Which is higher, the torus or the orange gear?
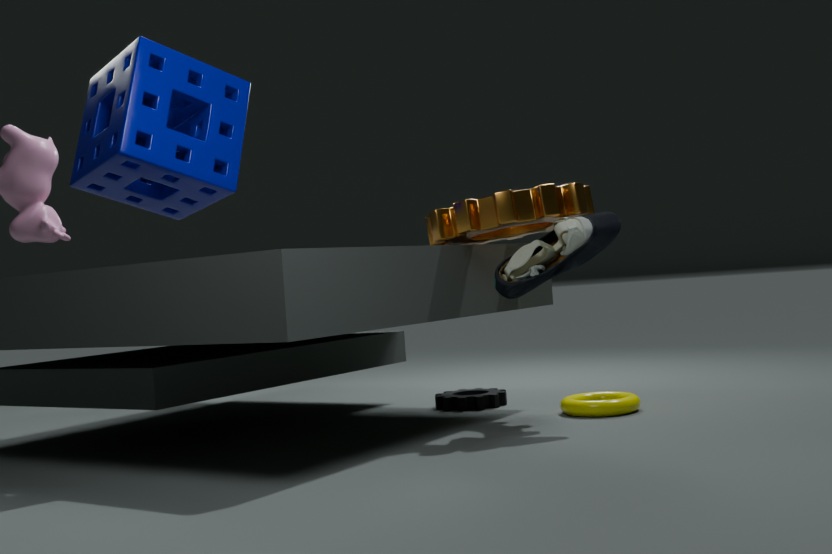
the orange gear
